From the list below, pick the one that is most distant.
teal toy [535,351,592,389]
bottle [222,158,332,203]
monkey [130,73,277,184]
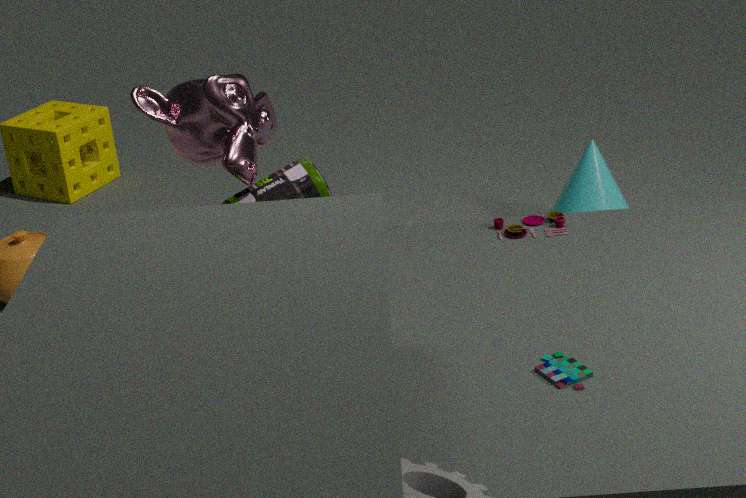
bottle [222,158,332,203]
